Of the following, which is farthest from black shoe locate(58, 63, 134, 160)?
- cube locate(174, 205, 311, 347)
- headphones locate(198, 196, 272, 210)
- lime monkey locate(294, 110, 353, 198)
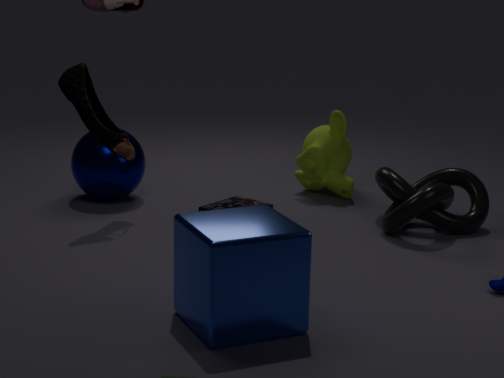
lime monkey locate(294, 110, 353, 198)
